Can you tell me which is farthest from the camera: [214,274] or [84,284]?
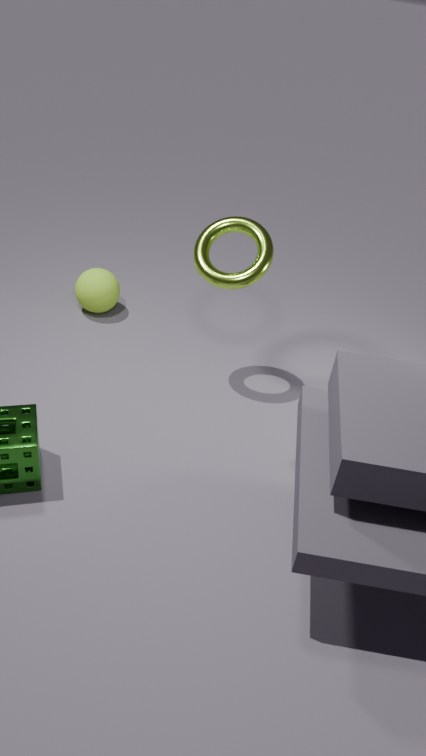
[84,284]
